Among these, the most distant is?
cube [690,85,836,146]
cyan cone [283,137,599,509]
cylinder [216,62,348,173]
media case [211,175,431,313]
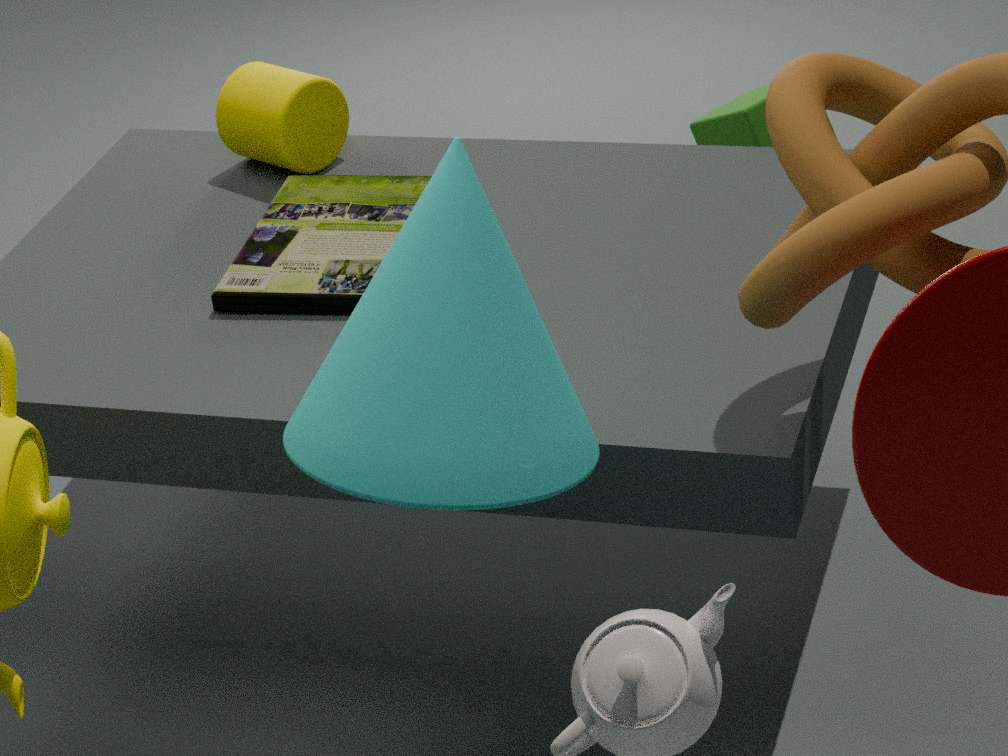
cube [690,85,836,146]
